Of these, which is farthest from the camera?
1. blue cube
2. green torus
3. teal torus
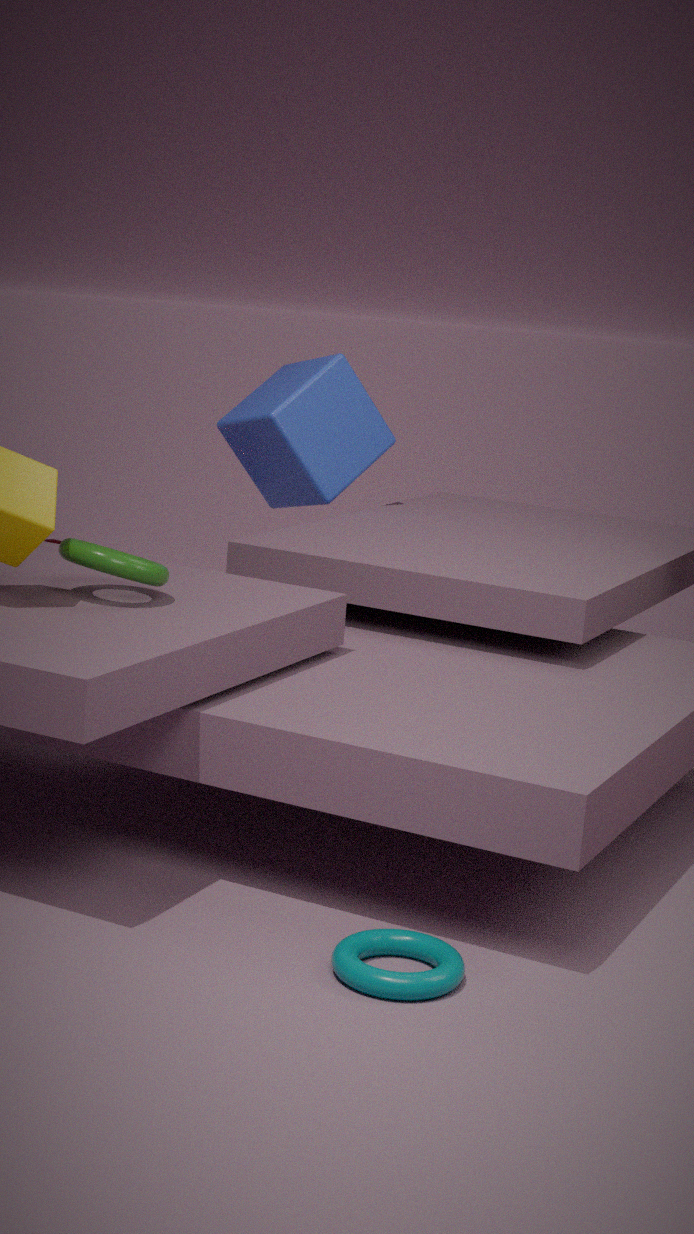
blue cube
